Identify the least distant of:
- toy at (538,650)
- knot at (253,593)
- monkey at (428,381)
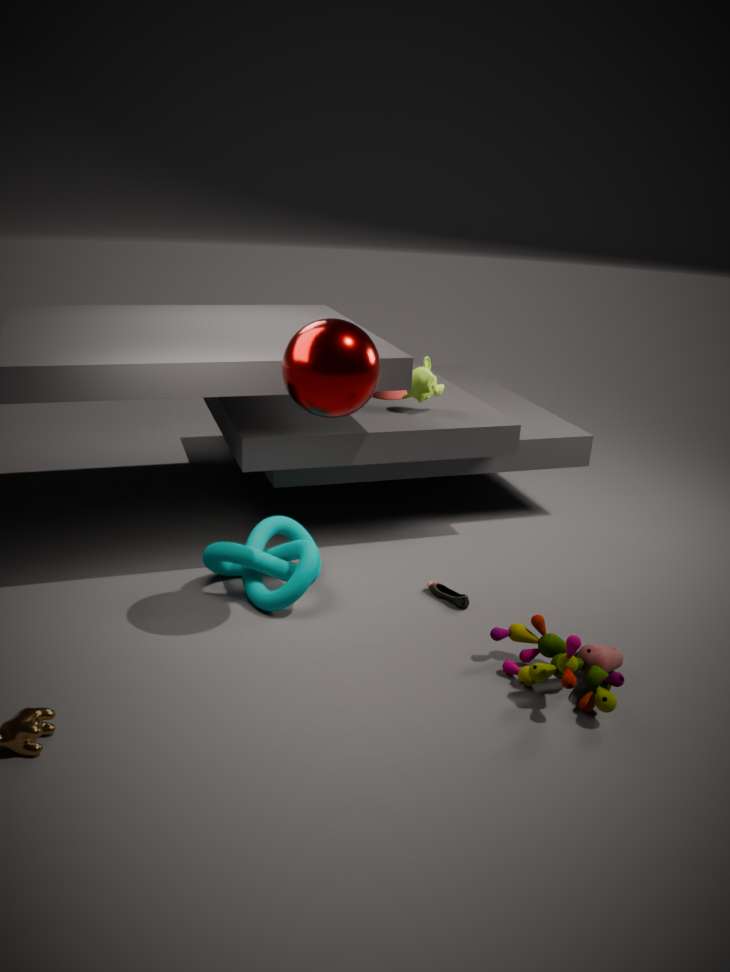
toy at (538,650)
